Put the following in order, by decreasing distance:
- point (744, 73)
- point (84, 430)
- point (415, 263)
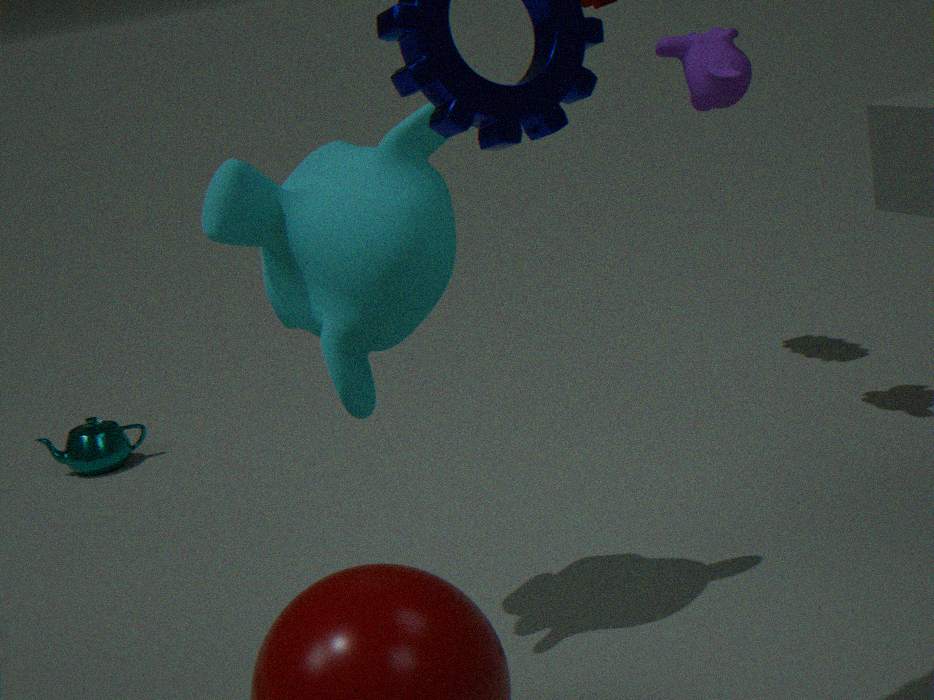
1. point (84, 430)
2. point (744, 73)
3. point (415, 263)
